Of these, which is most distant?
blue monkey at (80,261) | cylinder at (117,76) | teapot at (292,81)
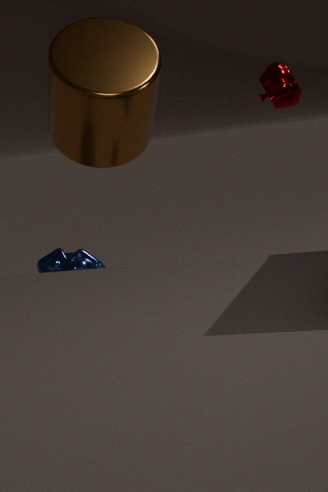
blue monkey at (80,261)
